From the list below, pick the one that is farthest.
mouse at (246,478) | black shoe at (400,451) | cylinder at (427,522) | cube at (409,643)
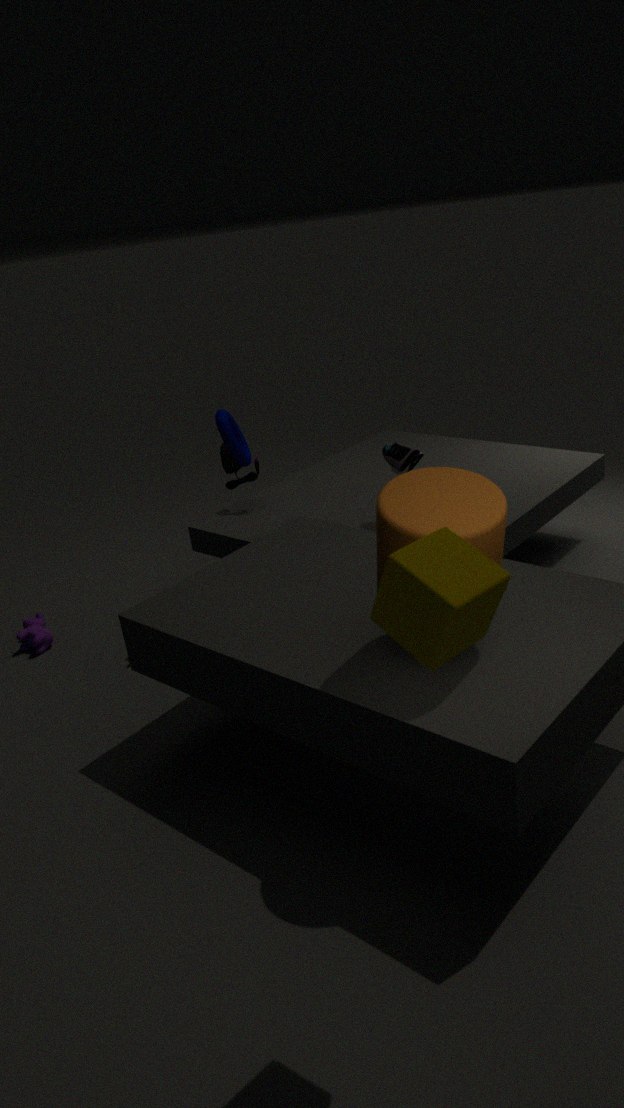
mouse at (246,478)
